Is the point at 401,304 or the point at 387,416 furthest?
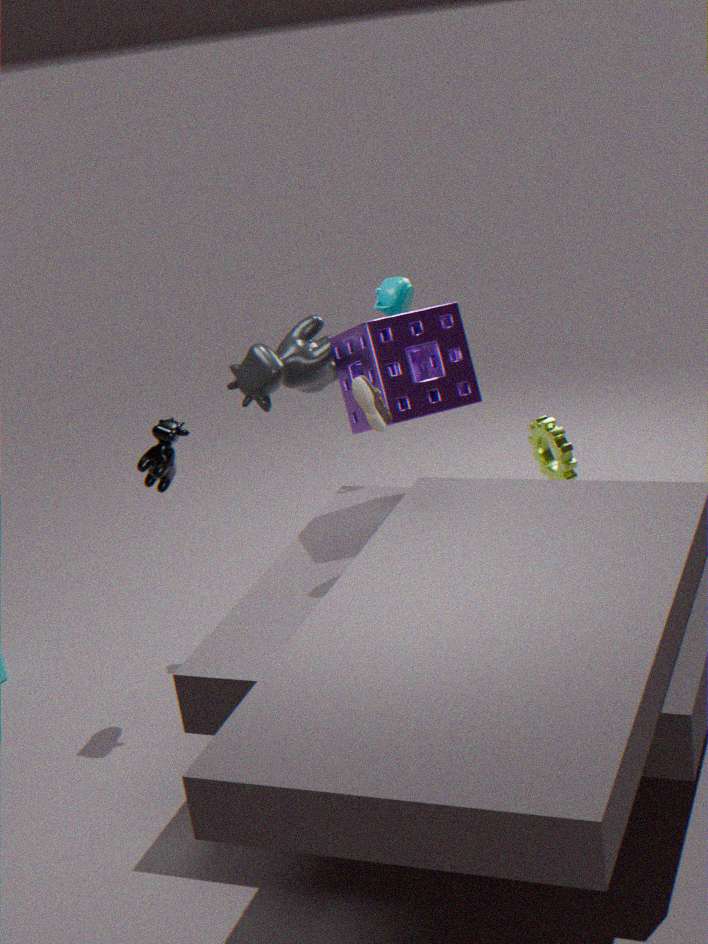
the point at 401,304
